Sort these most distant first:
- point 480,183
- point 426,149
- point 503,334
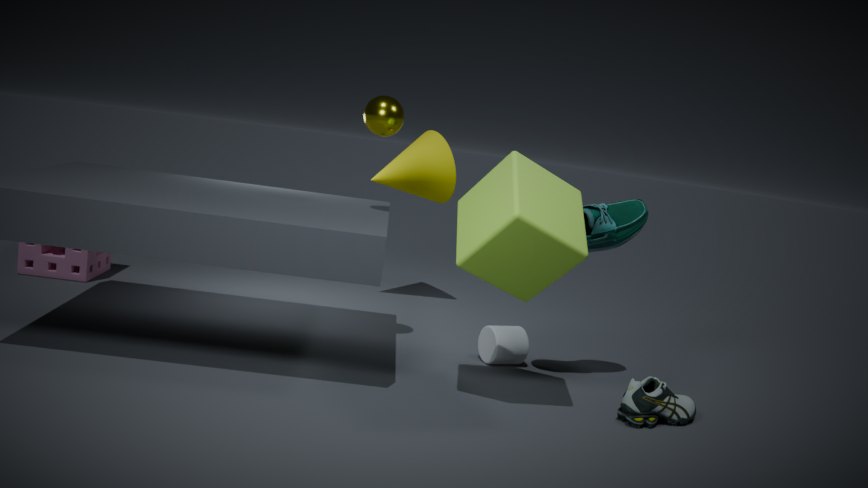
point 426,149, point 503,334, point 480,183
